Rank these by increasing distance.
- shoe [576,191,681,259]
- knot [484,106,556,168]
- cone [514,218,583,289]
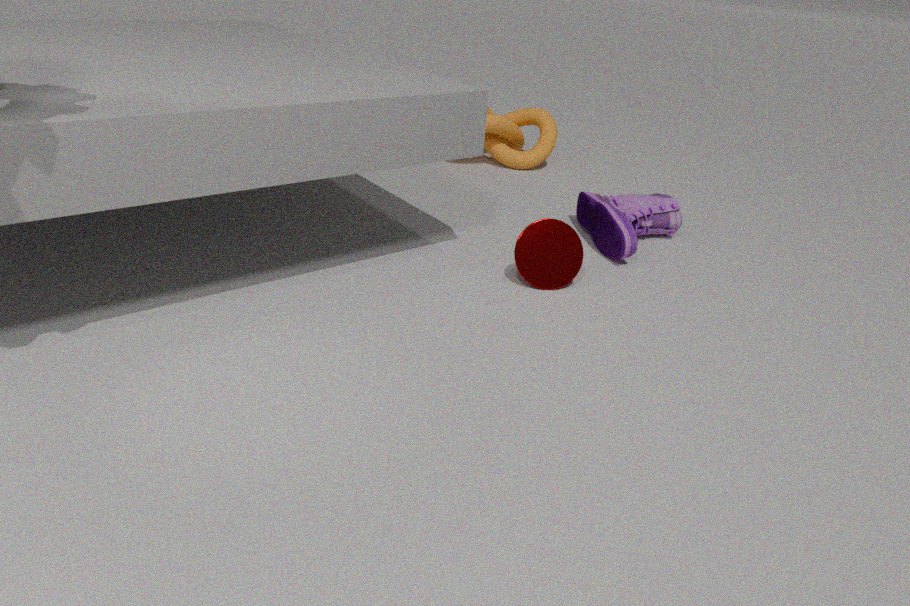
cone [514,218,583,289] → shoe [576,191,681,259] → knot [484,106,556,168]
